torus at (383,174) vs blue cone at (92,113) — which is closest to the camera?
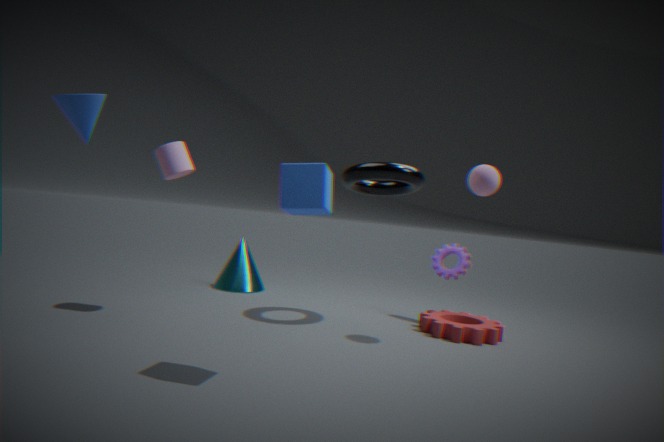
blue cone at (92,113)
